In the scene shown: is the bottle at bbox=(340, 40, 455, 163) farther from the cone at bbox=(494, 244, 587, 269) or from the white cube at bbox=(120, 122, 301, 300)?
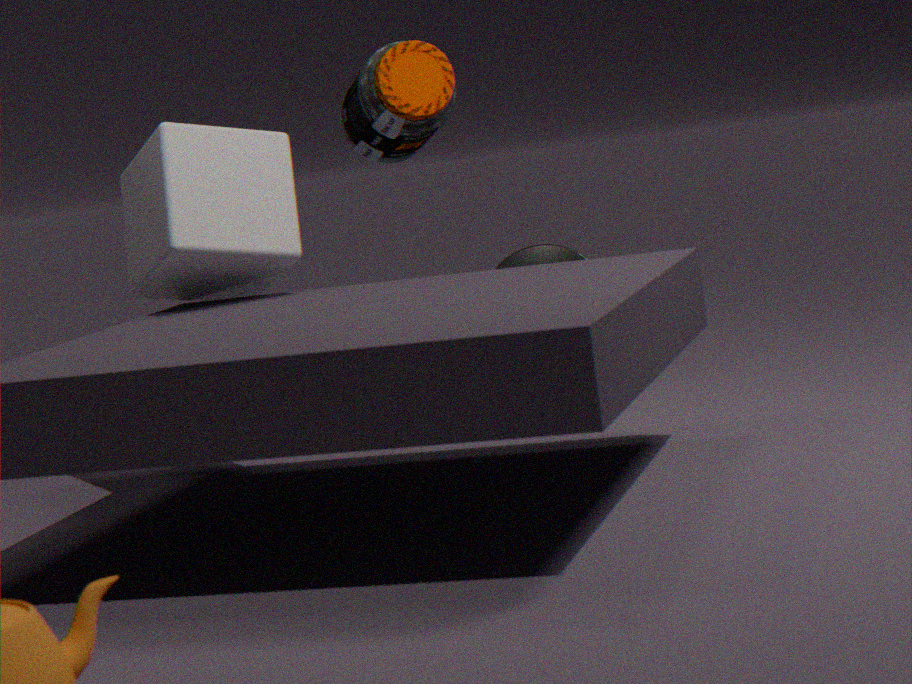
the cone at bbox=(494, 244, 587, 269)
